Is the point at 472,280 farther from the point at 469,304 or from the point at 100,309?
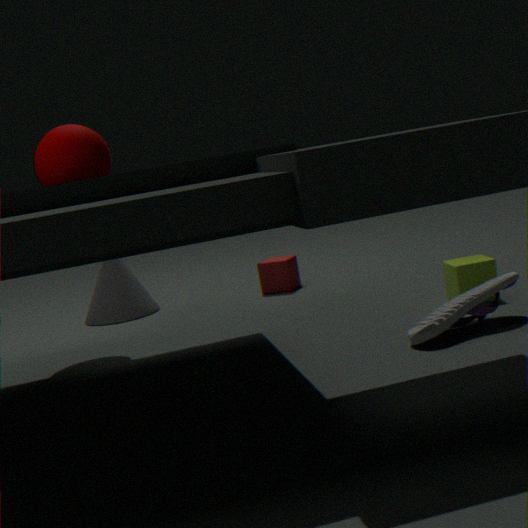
the point at 100,309
